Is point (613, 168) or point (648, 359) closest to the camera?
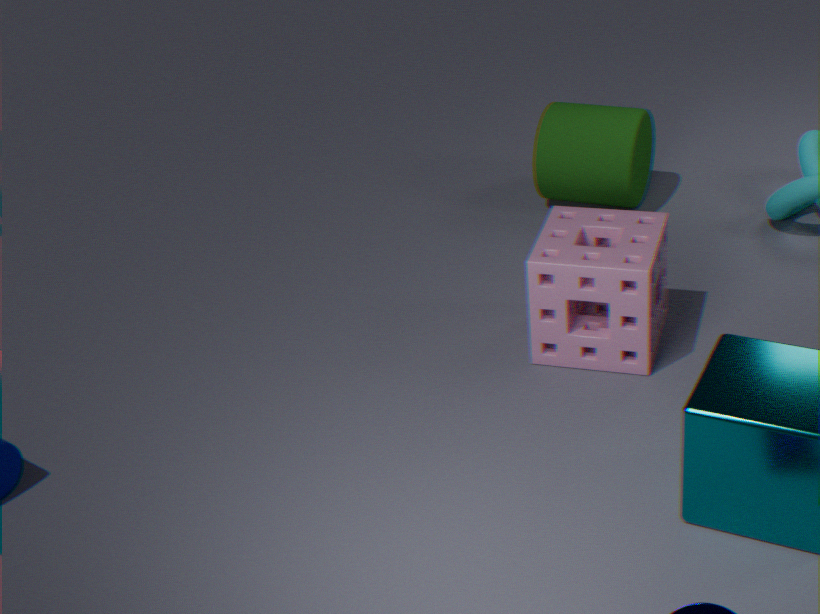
point (648, 359)
